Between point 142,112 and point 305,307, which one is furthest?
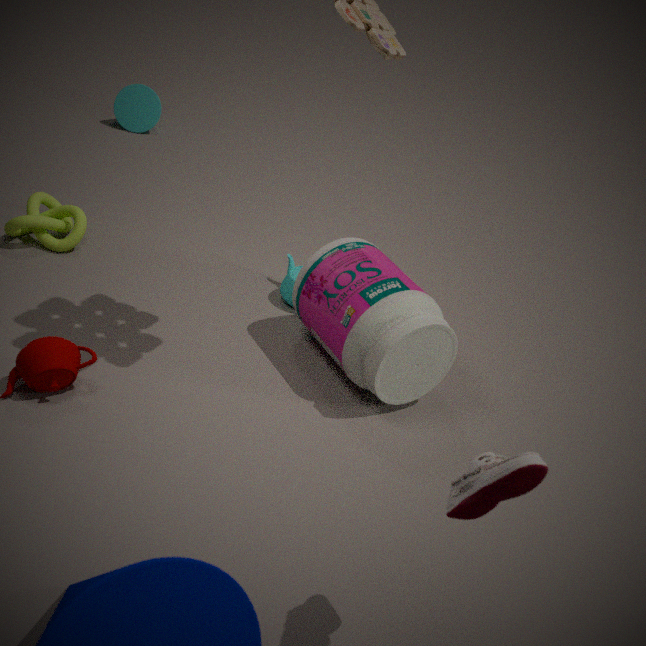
point 142,112
